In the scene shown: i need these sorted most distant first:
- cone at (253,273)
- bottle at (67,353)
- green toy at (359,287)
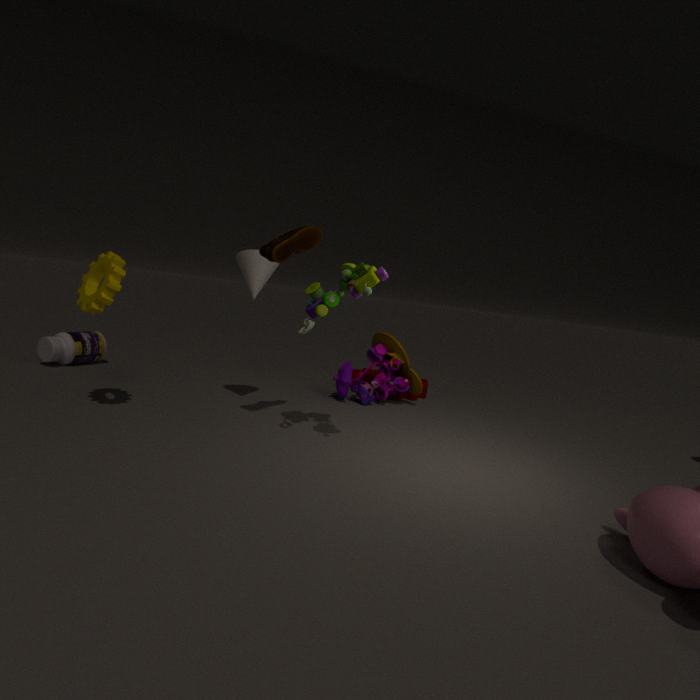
1. bottle at (67,353)
2. cone at (253,273)
3. green toy at (359,287)
